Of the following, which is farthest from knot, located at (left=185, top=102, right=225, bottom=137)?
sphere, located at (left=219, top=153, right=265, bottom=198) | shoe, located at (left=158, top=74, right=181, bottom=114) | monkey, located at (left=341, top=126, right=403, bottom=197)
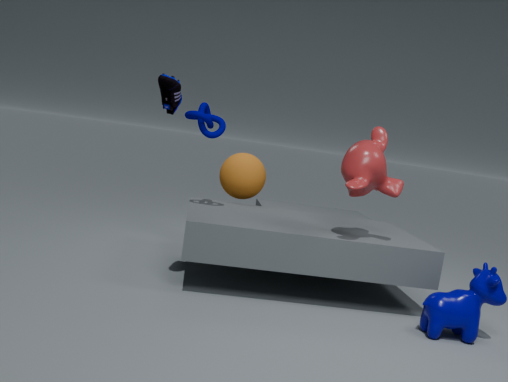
monkey, located at (left=341, top=126, right=403, bottom=197)
